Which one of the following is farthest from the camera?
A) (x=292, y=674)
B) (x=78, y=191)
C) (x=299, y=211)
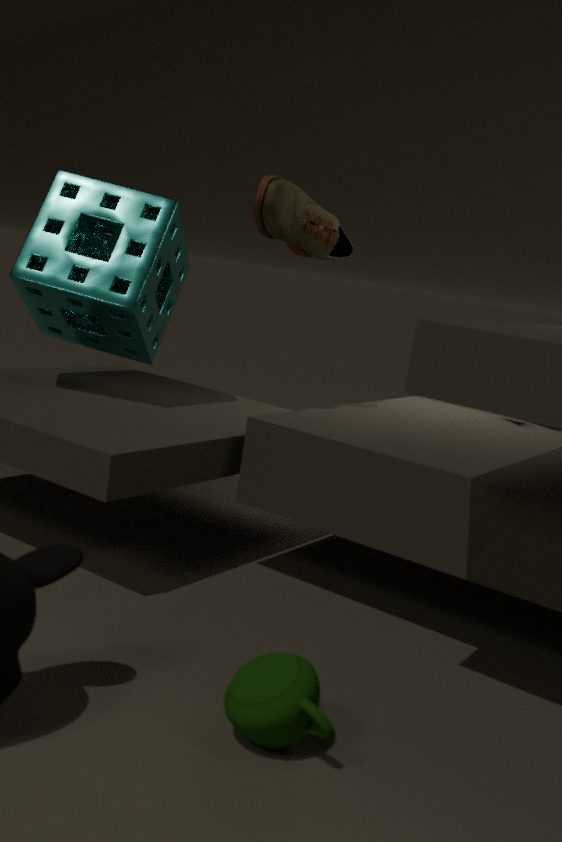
(x=78, y=191)
